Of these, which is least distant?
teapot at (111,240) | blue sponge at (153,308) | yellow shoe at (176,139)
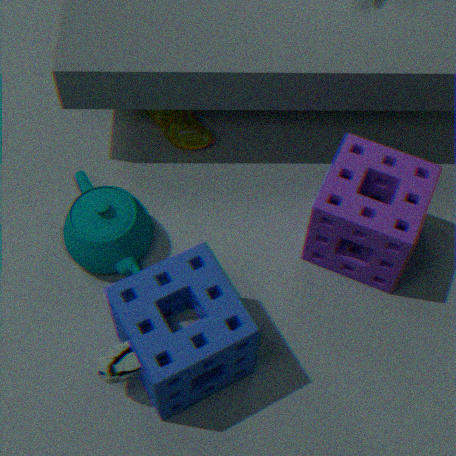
blue sponge at (153,308)
